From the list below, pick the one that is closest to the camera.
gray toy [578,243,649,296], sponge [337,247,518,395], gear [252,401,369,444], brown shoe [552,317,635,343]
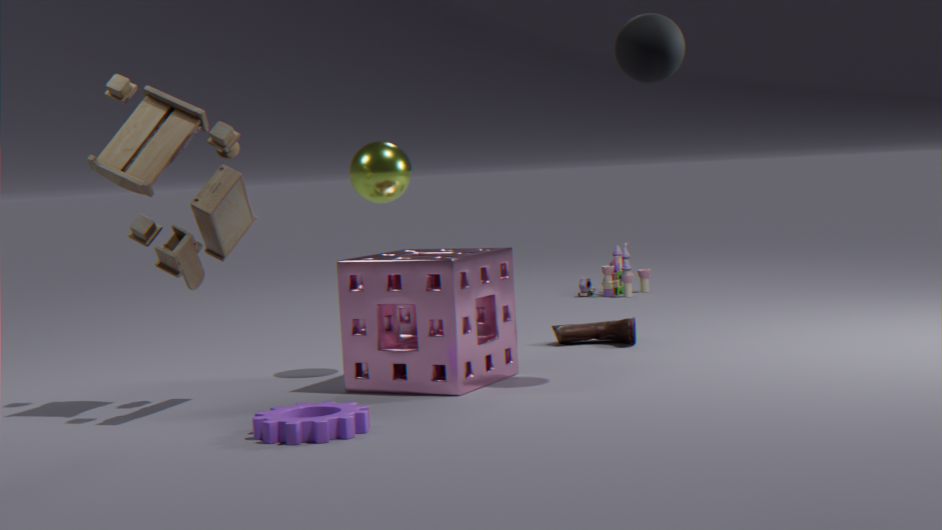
gear [252,401,369,444]
